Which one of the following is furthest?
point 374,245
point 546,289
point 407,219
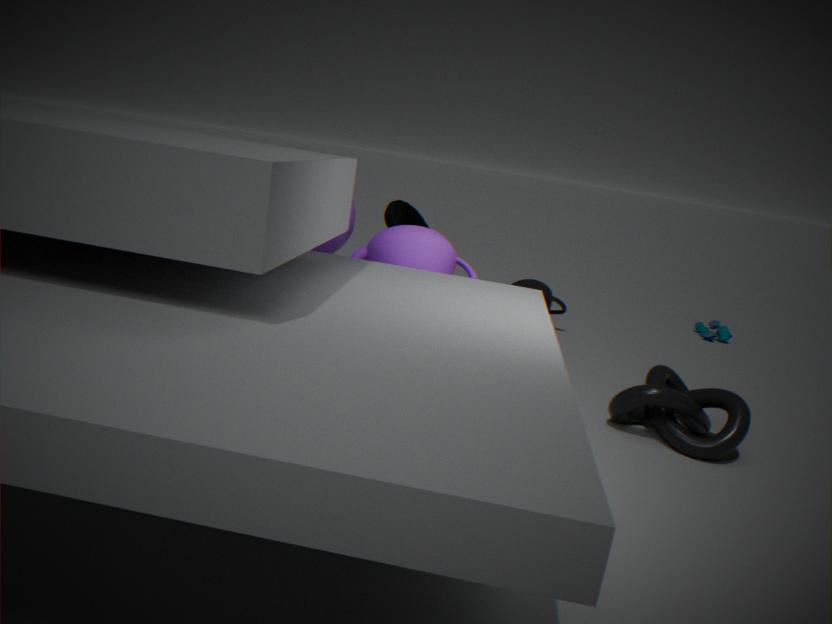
point 546,289
